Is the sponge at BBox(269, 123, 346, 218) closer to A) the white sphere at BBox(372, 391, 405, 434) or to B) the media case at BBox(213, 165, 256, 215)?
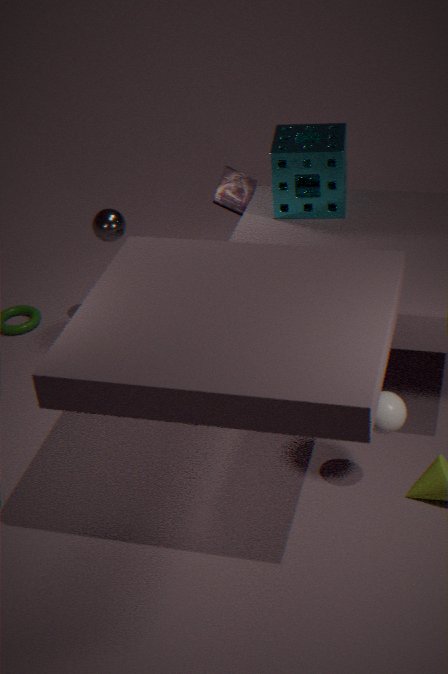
B) the media case at BBox(213, 165, 256, 215)
